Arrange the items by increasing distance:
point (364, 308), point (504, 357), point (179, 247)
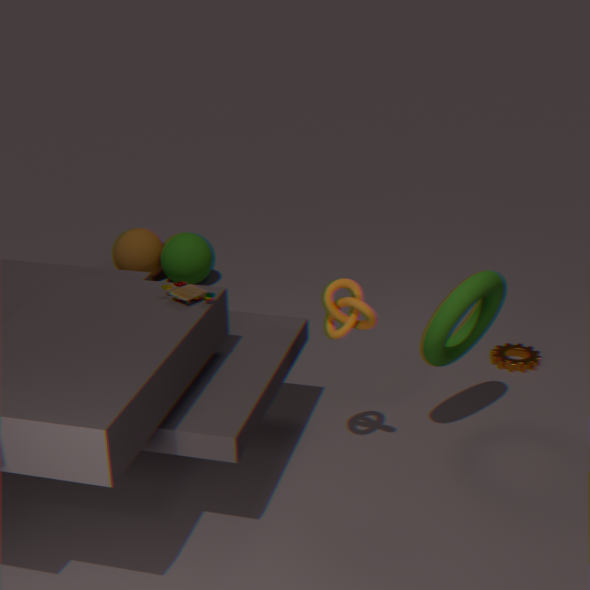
point (364, 308)
point (504, 357)
point (179, 247)
